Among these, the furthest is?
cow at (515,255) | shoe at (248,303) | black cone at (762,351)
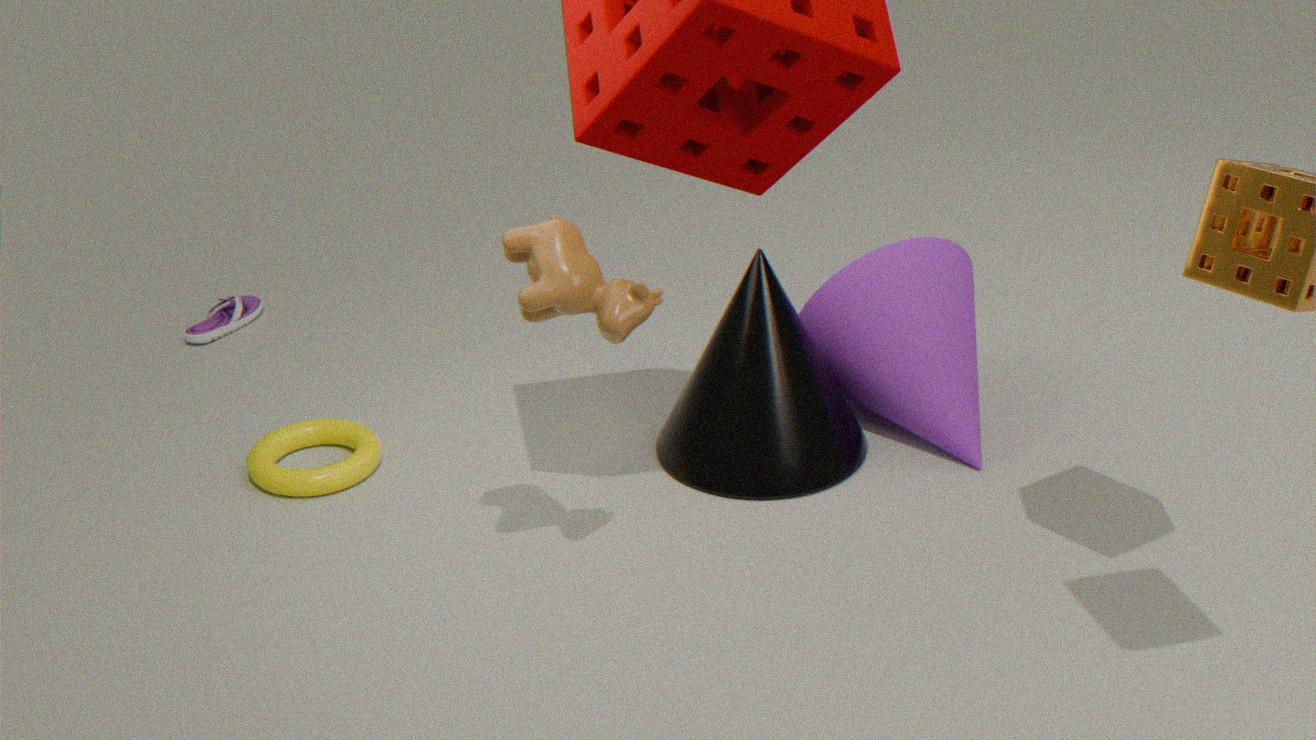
shoe at (248,303)
